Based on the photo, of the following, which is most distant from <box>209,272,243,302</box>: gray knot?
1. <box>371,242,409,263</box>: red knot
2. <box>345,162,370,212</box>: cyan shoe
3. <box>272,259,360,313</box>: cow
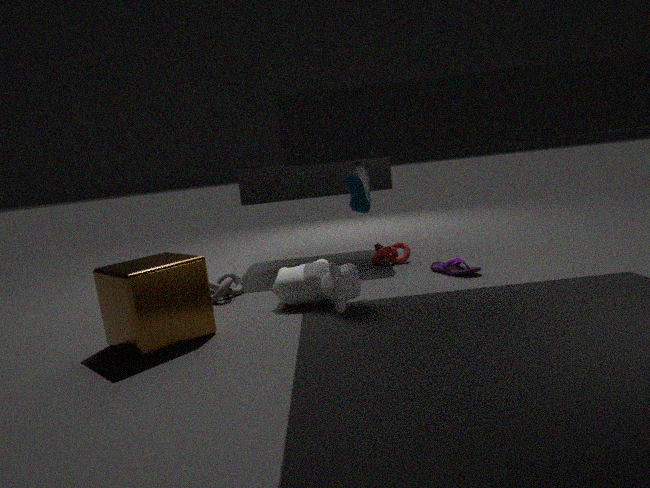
<box>371,242,409,263</box>: red knot
